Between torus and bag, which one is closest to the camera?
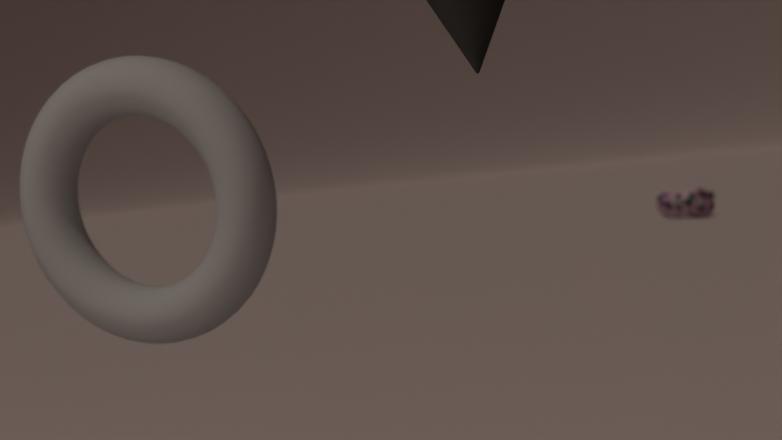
torus
